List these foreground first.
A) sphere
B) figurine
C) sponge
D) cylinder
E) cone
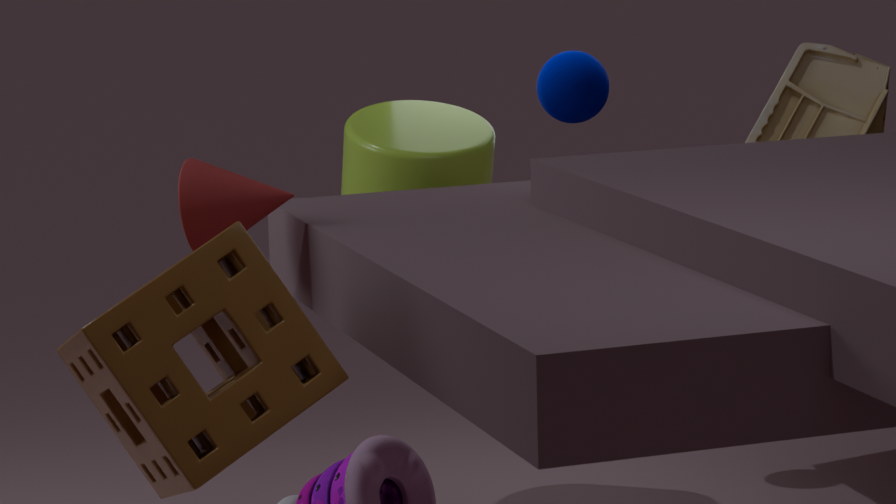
1. sponge
2. cone
3. cylinder
4. figurine
5. sphere
